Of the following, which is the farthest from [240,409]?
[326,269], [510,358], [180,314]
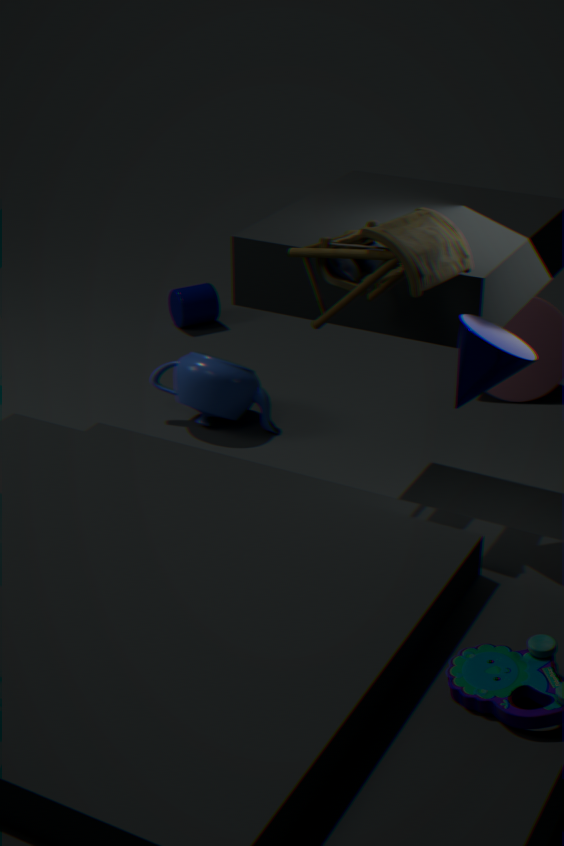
[510,358]
